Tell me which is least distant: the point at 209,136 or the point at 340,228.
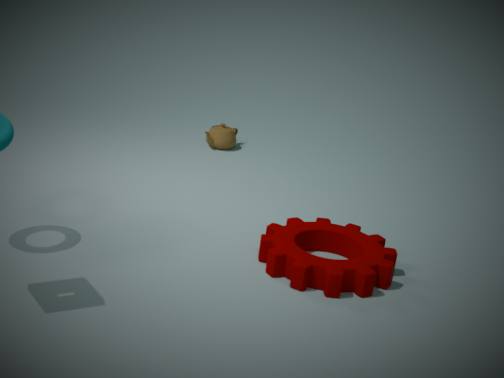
the point at 340,228
